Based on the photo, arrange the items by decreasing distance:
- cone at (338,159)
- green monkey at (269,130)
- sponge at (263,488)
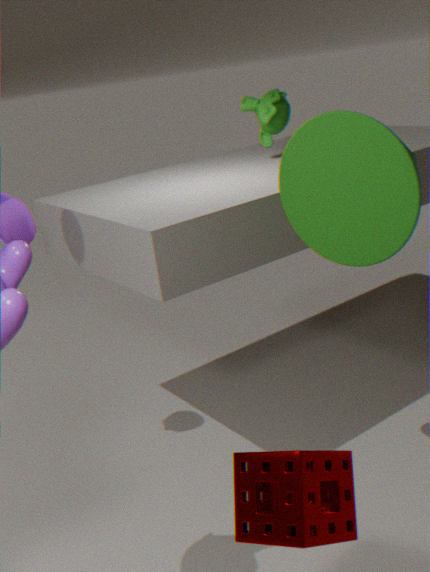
green monkey at (269,130) < cone at (338,159) < sponge at (263,488)
